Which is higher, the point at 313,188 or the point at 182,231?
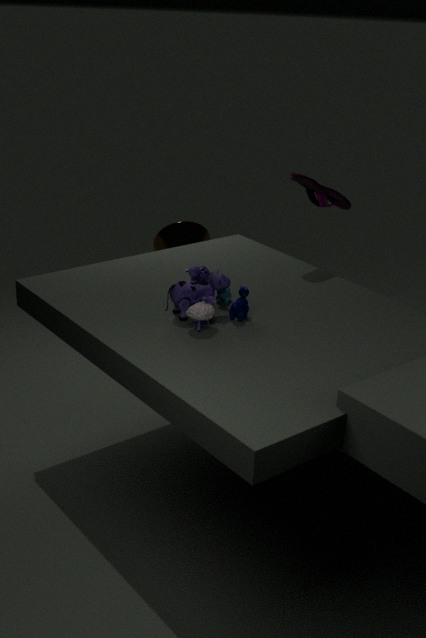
the point at 313,188
